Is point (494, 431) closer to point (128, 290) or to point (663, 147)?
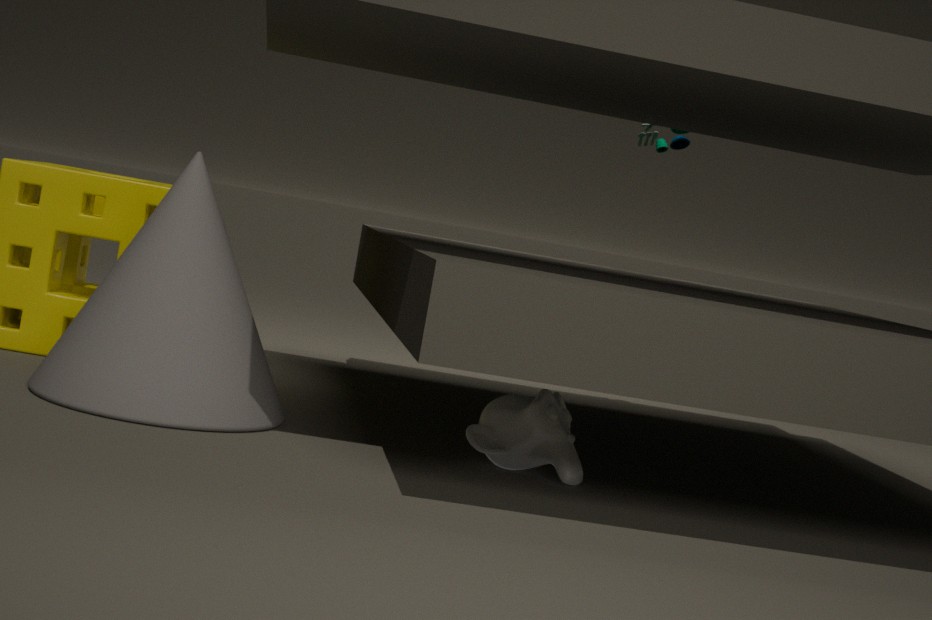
point (128, 290)
